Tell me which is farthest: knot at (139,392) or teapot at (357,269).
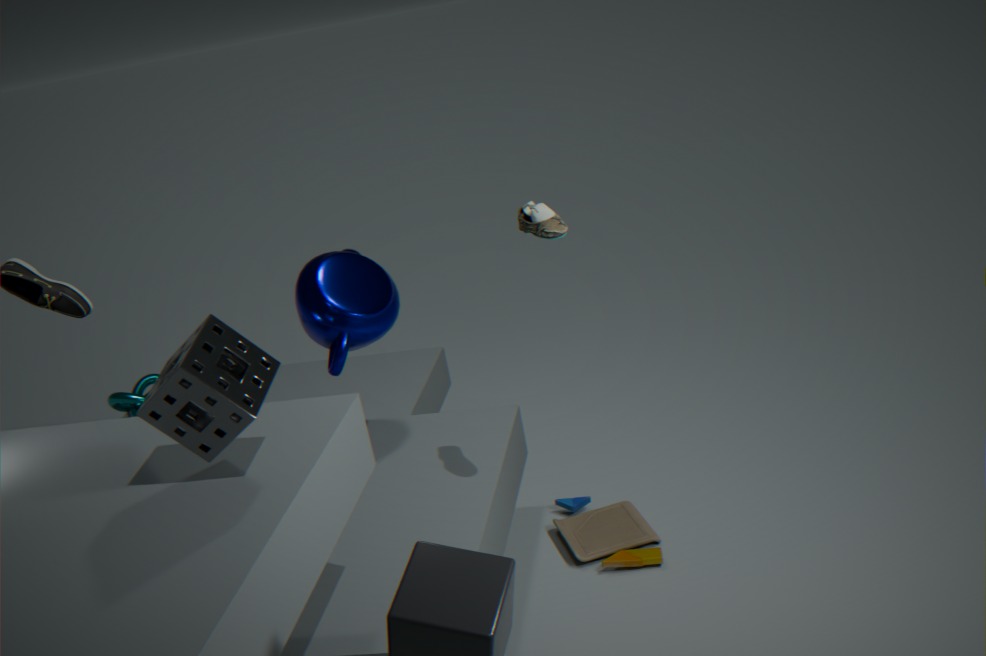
knot at (139,392)
